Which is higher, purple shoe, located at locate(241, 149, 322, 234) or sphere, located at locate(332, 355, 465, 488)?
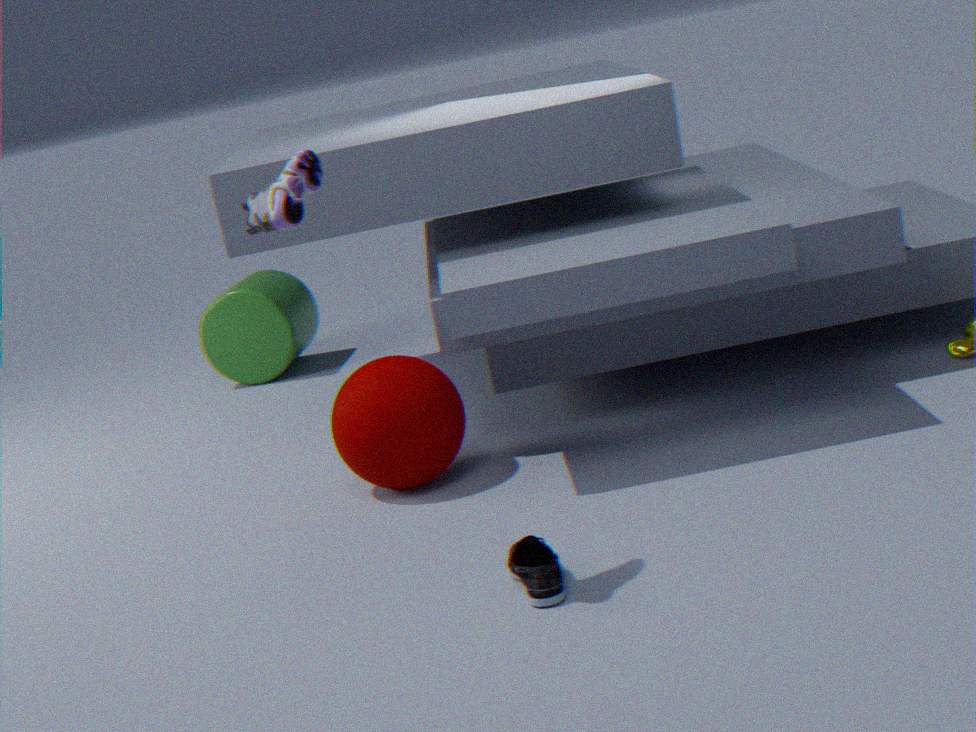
purple shoe, located at locate(241, 149, 322, 234)
